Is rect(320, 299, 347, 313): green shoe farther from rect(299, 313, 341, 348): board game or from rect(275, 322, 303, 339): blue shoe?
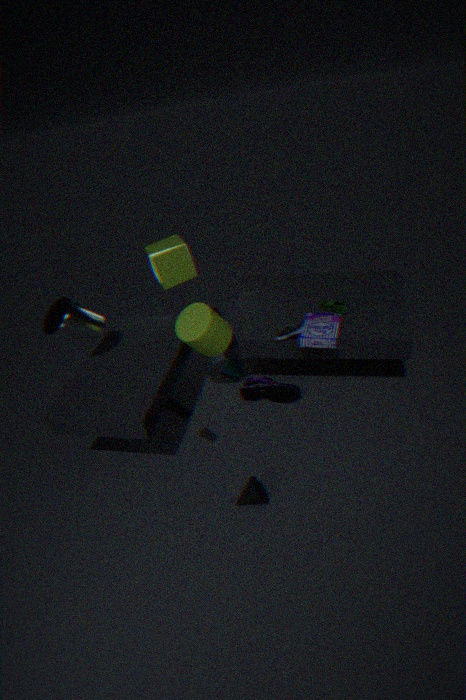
rect(275, 322, 303, 339): blue shoe
